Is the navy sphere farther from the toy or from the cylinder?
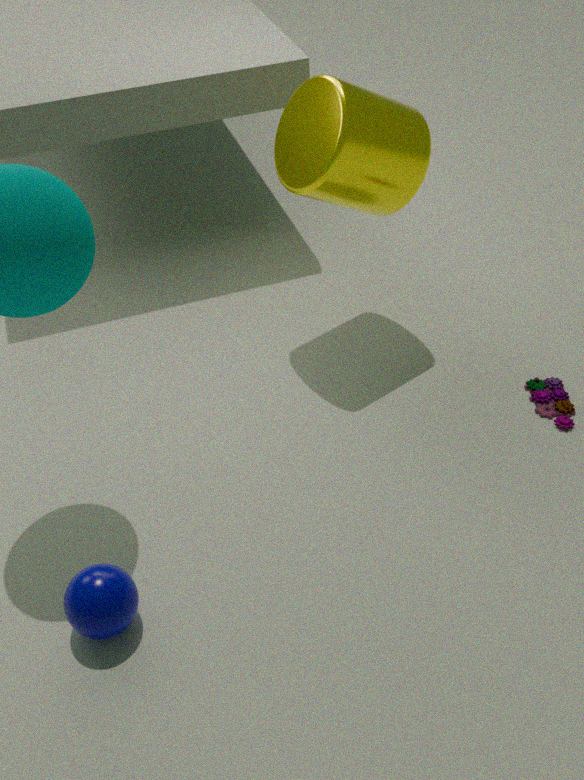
the toy
